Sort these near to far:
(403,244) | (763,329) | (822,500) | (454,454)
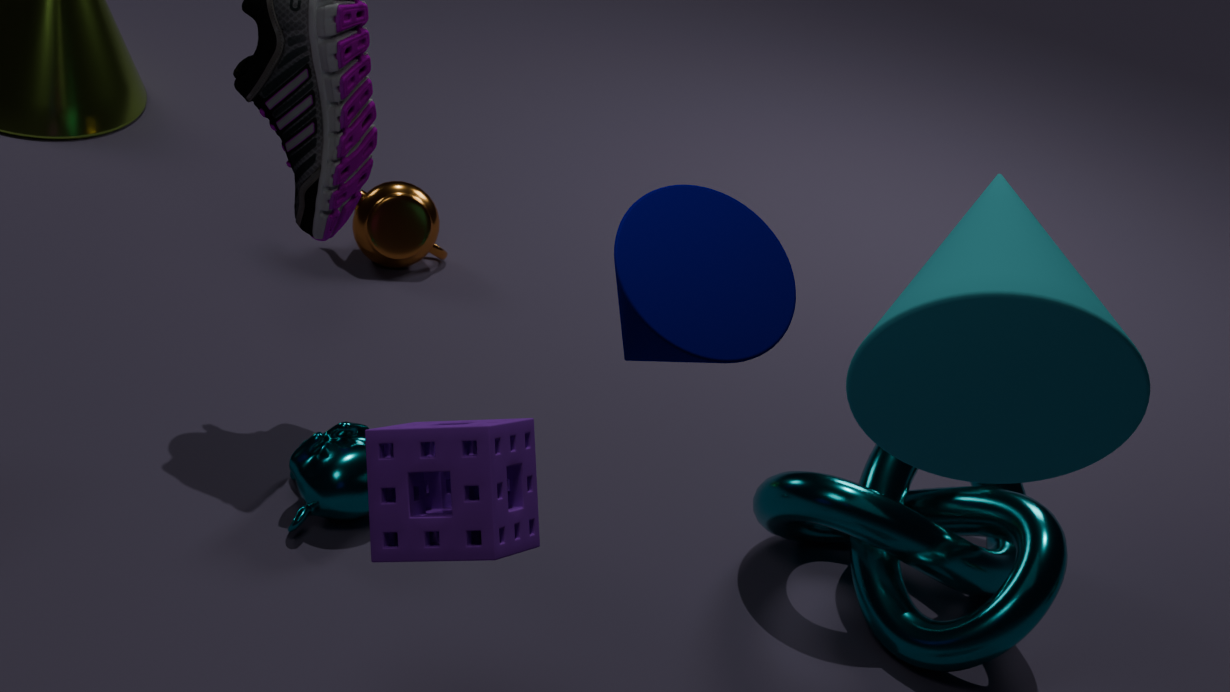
(763,329), (454,454), (822,500), (403,244)
